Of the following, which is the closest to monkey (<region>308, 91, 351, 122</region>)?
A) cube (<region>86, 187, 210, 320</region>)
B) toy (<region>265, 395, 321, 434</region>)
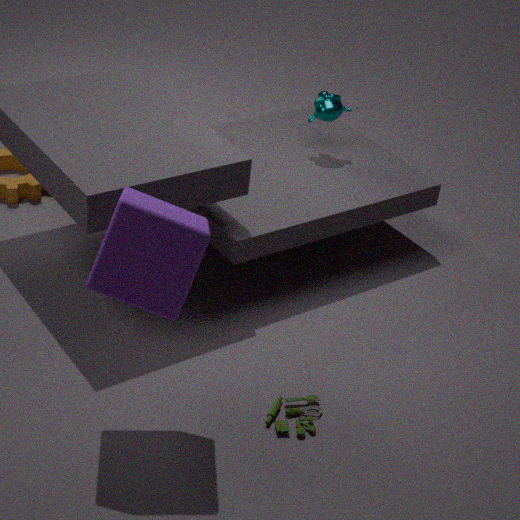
cube (<region>86, 187, 210, 320</region>)
